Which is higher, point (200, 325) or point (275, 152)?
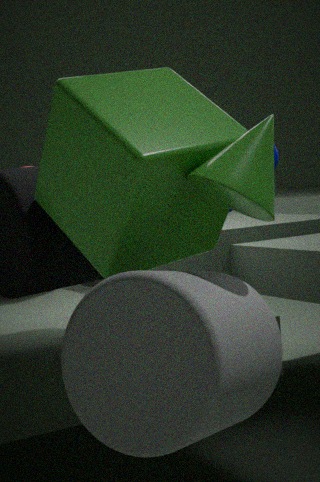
point (275, 152)
